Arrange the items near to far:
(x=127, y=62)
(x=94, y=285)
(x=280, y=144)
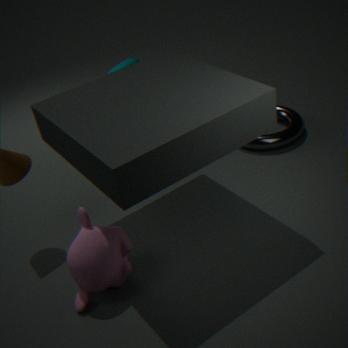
(x=94, y=285) < (x=280, y=144) < (x=127, y=62)
